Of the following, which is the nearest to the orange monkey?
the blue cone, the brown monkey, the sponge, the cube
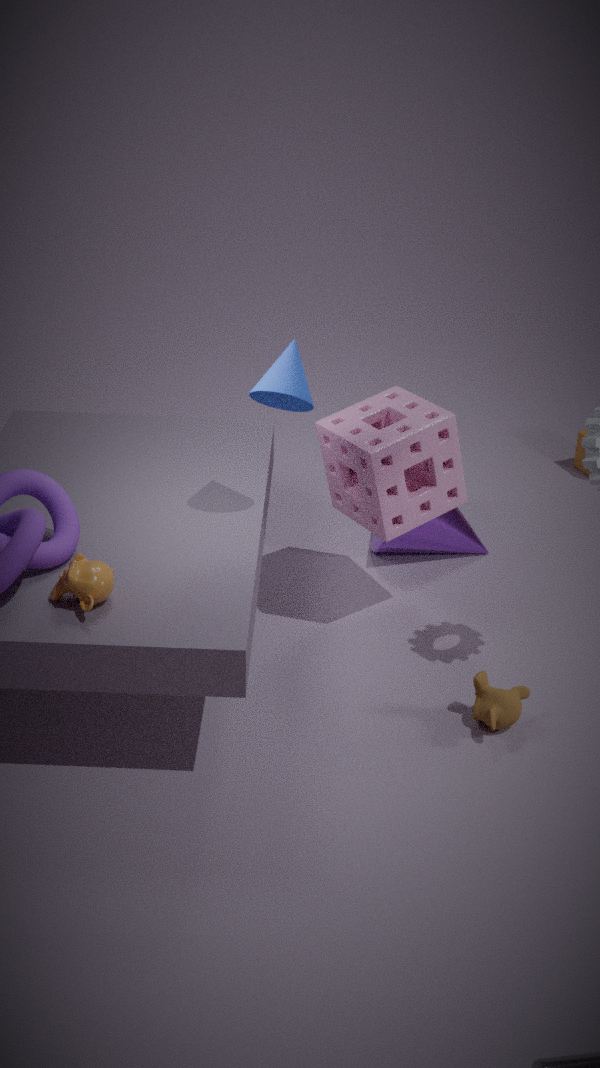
the blue cone
